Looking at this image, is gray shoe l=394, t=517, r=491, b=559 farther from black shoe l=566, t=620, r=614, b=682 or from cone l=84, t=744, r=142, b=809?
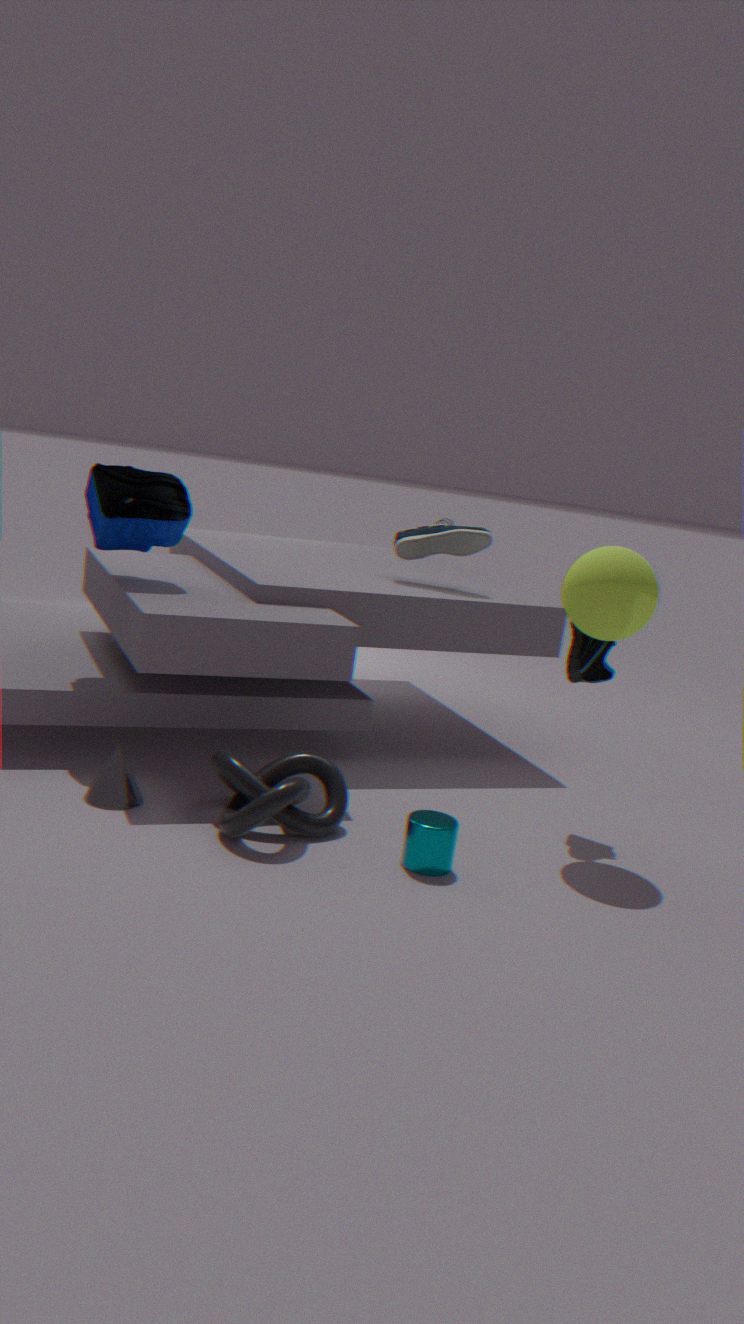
cone l=84, t=744, r=142, b=809
